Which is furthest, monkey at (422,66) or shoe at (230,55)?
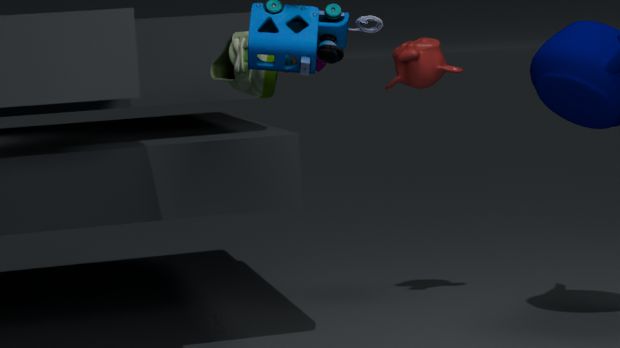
monkey at (422,66)
